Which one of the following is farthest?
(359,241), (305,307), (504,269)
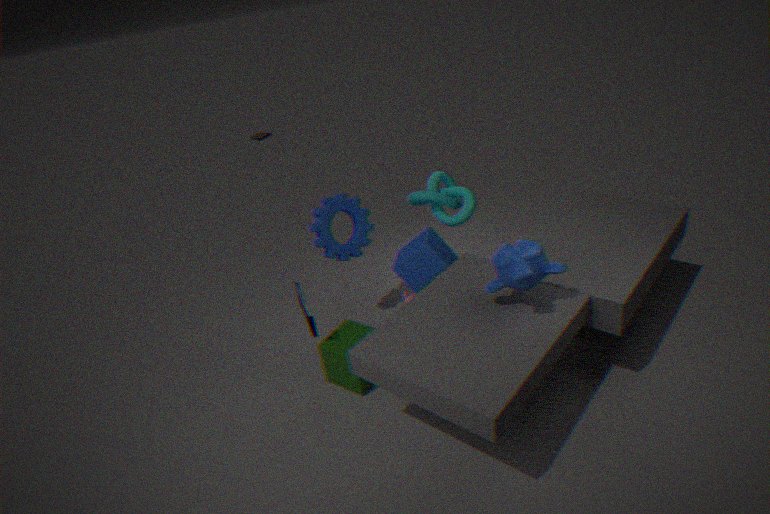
(359,241)
